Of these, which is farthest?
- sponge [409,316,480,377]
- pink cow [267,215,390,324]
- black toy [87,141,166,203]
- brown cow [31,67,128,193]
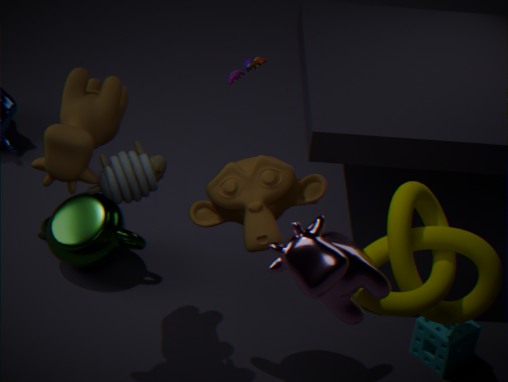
sponge [409,316,480,377]
